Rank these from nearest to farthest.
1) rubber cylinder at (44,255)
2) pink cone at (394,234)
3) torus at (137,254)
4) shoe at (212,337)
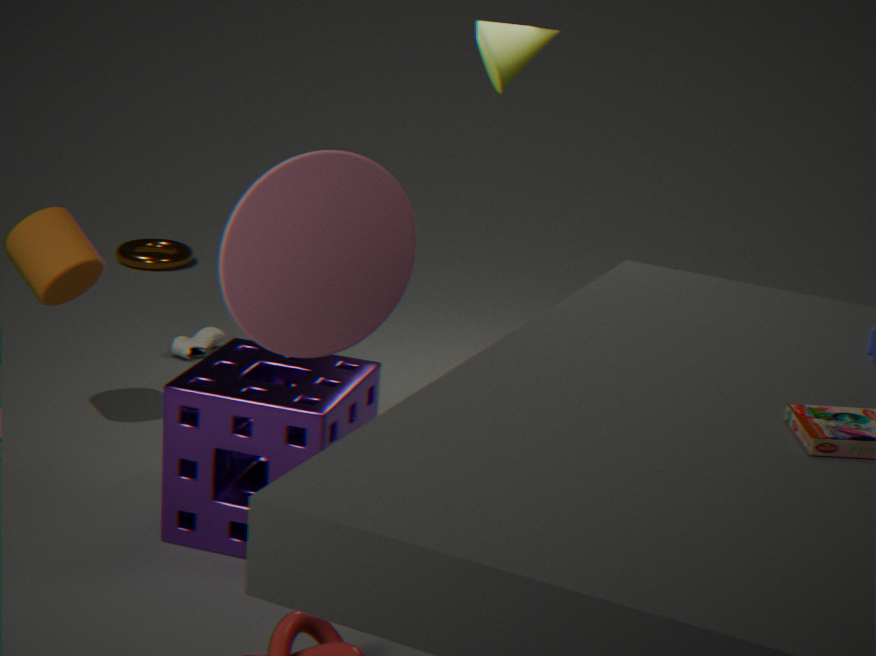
2. pink cone at (394,234), 1. rubber cylinder at (44,255), 4. shoe at (212,337), 3. torus at (137,254)
